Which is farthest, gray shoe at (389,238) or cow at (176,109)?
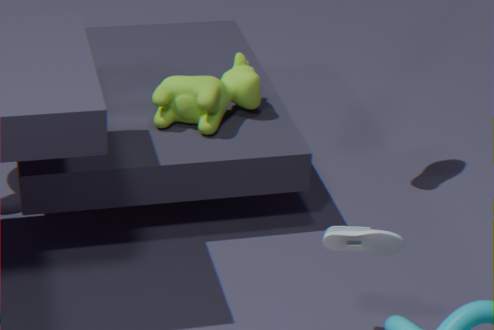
cow at (176,109)
